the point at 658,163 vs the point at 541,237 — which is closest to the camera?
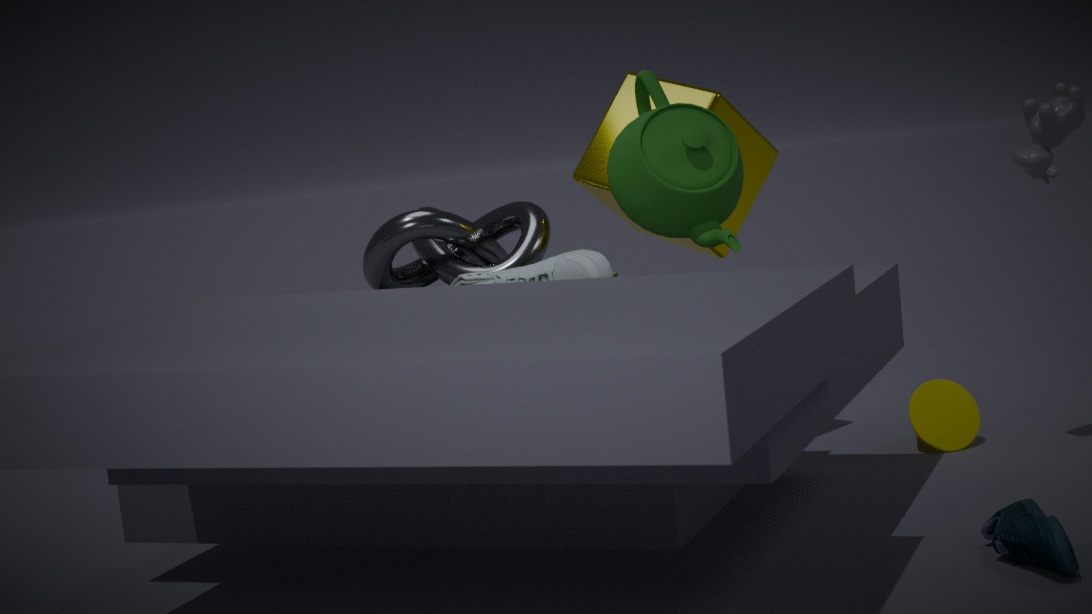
the point at 658,163
